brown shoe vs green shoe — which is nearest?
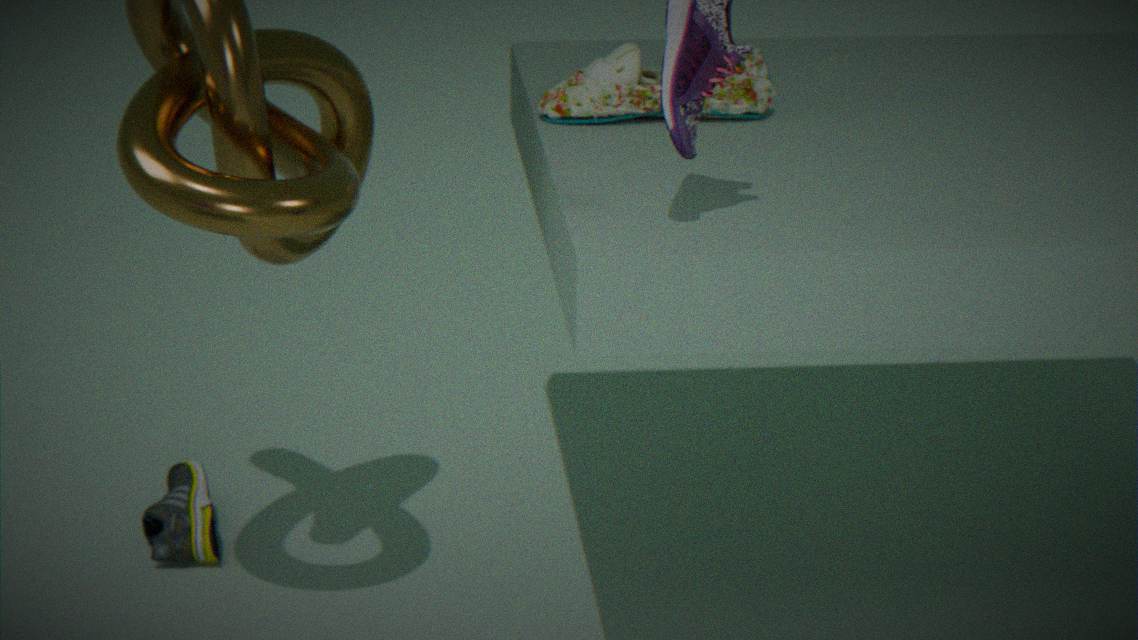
brown shoe
